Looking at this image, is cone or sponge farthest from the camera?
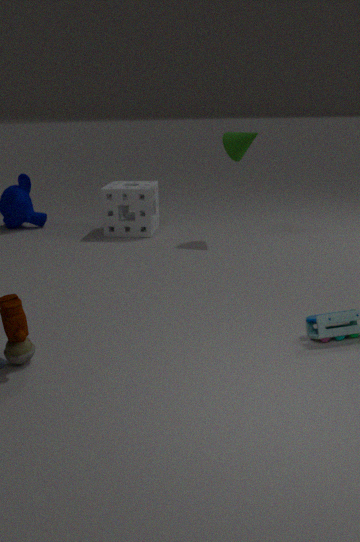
sponge
